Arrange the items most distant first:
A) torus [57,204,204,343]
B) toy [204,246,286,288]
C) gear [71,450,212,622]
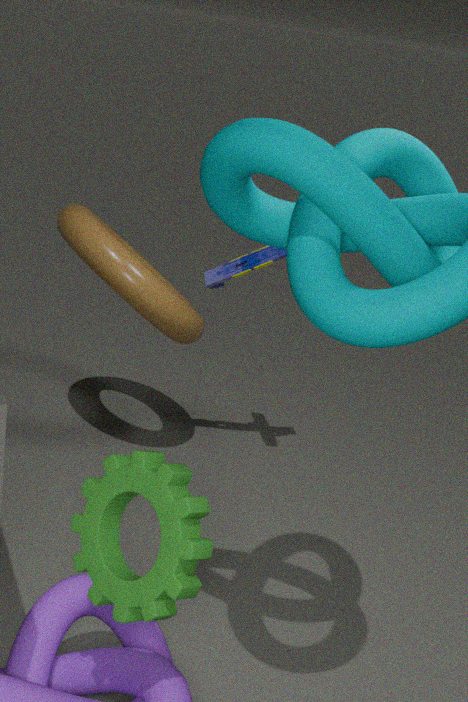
toy [204,246,286,288]
torus [57,204,204,343]
gear [71,450,212,622]
